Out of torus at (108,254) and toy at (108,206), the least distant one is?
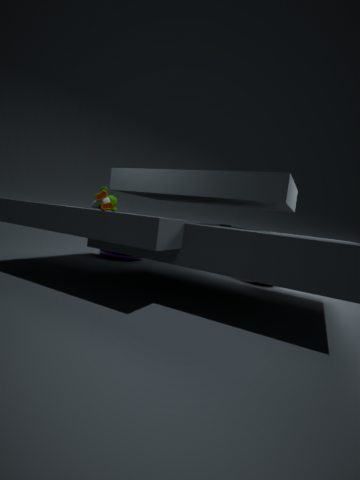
toy at (108,206)
